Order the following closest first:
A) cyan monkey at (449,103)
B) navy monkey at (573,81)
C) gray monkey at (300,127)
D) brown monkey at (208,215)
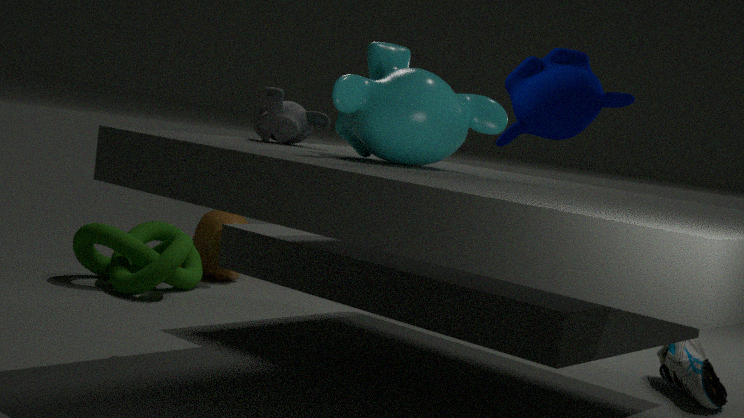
cyan monkey at (449,103) < gray monkey at (300,127) < navy monkey at (573,81) < brown monkey at (208,215)
